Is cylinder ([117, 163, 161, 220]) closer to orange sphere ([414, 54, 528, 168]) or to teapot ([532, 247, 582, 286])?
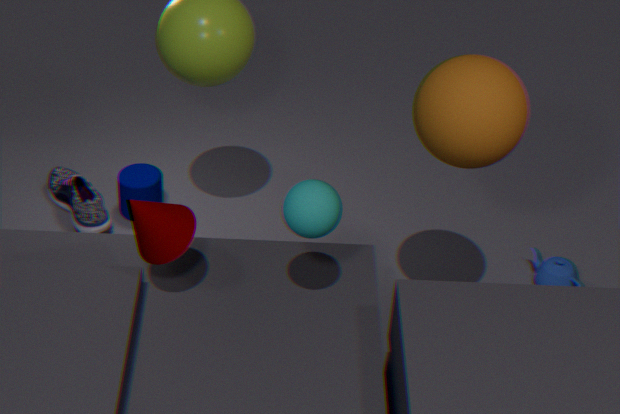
orange sphere ([414, 54, 528, 168])
